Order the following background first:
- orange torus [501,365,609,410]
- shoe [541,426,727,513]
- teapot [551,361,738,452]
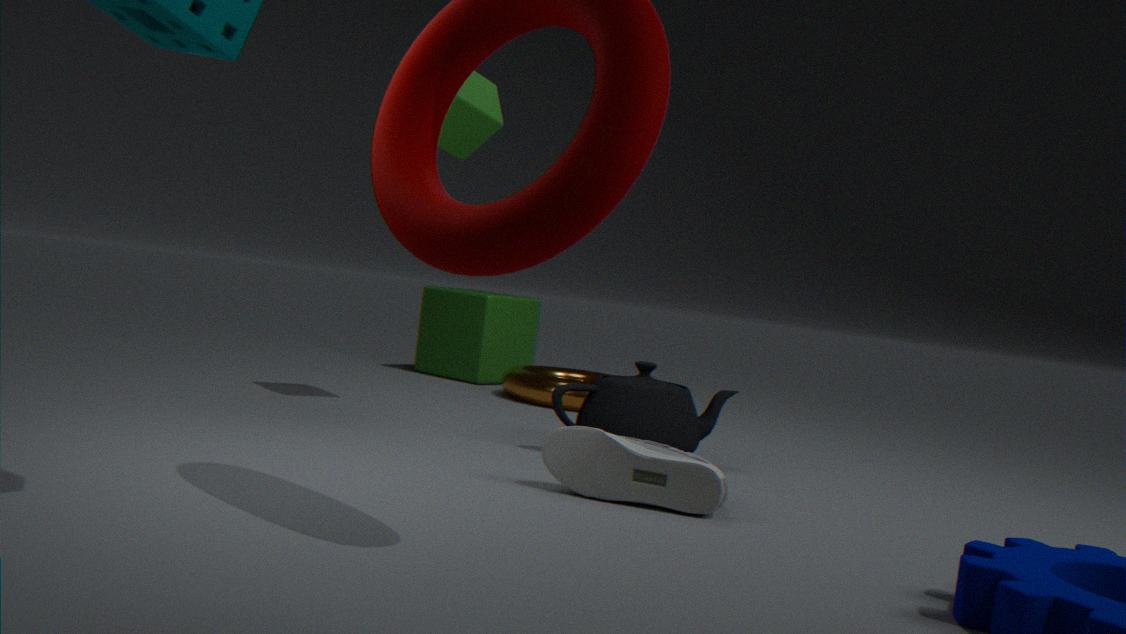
orange torus [501,365,609,410] < teapot [551,361,738,452] < shoe [541,426,727,513]
